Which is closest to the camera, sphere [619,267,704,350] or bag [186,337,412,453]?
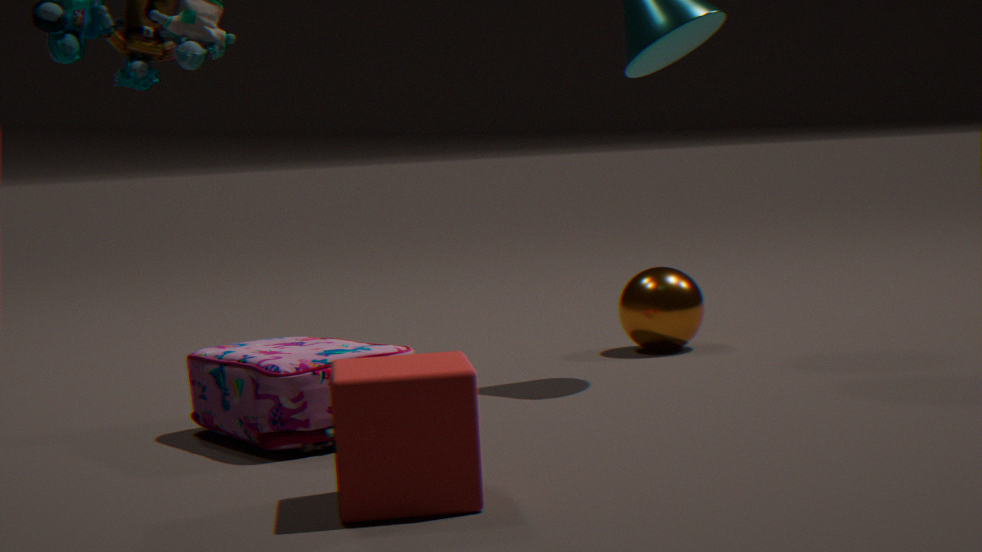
bag [186,337,412,453]
